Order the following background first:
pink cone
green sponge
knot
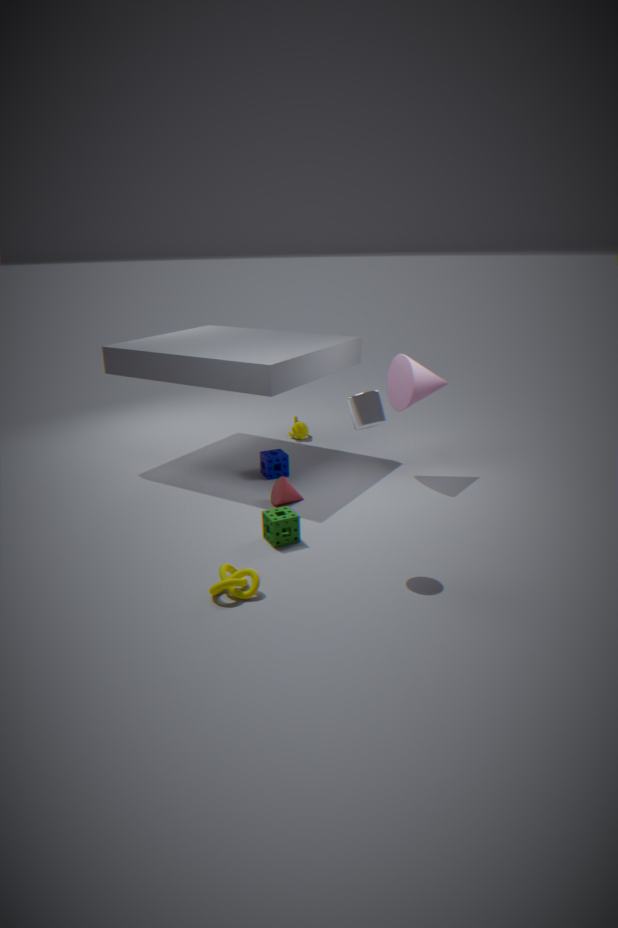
pink cone < green sponge < knot
